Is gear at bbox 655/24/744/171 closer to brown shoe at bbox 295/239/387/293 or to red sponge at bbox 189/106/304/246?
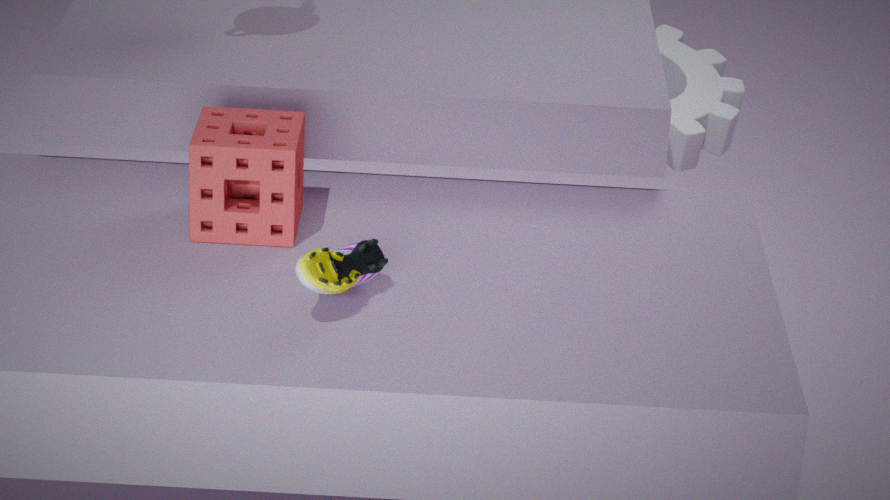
red sponge at bbox 189/106/304/246
